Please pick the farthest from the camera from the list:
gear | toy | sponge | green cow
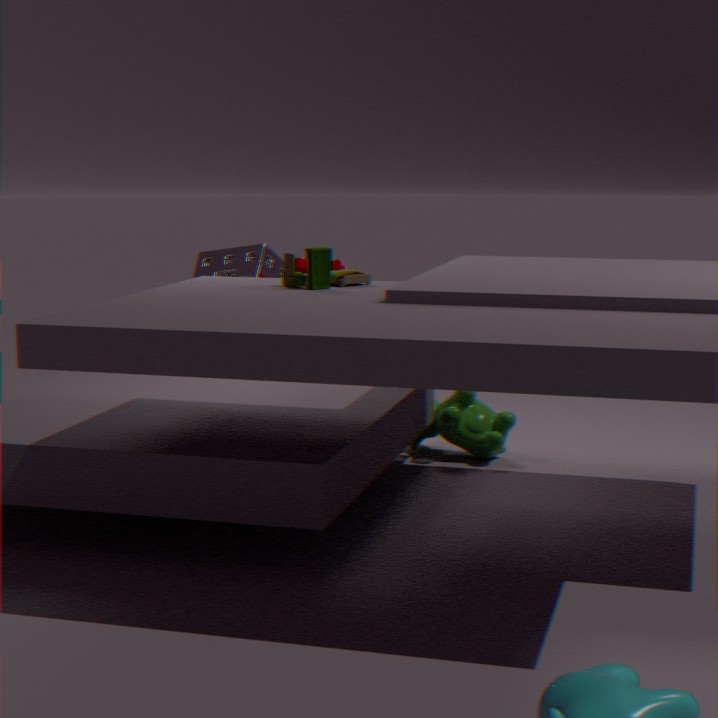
sponge
